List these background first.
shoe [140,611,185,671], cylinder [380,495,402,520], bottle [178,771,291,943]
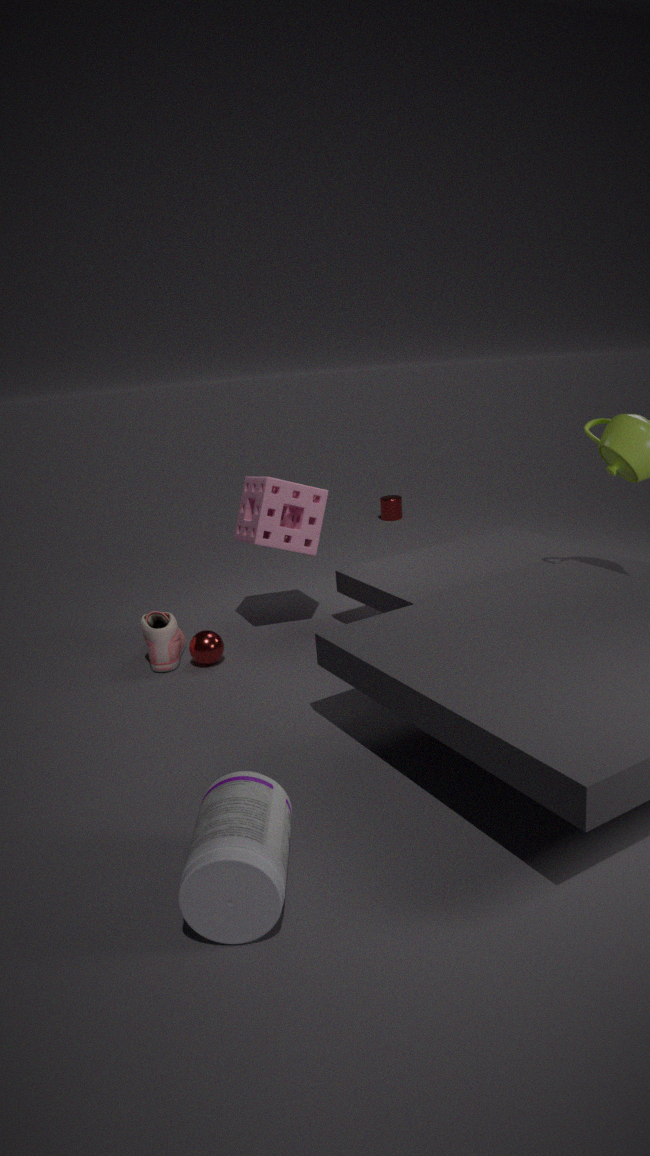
cylinder [380,495,402,520] → shoe [140,611,185,671] → bottle [178,771,291,943]
